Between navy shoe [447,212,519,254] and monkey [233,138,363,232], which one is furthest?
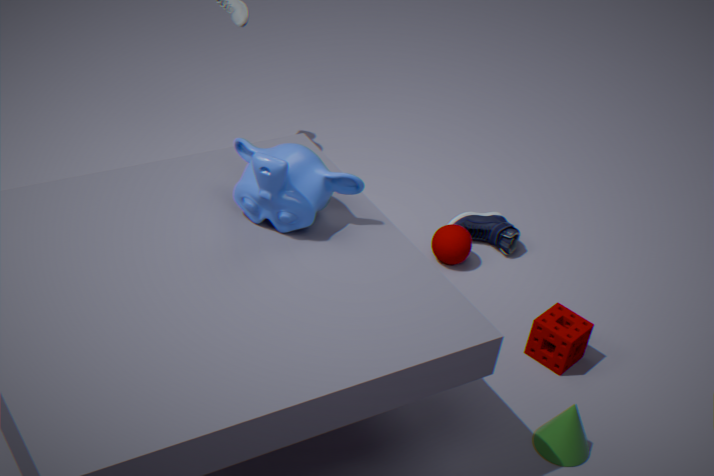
navy shoe [447,212,519,254]
